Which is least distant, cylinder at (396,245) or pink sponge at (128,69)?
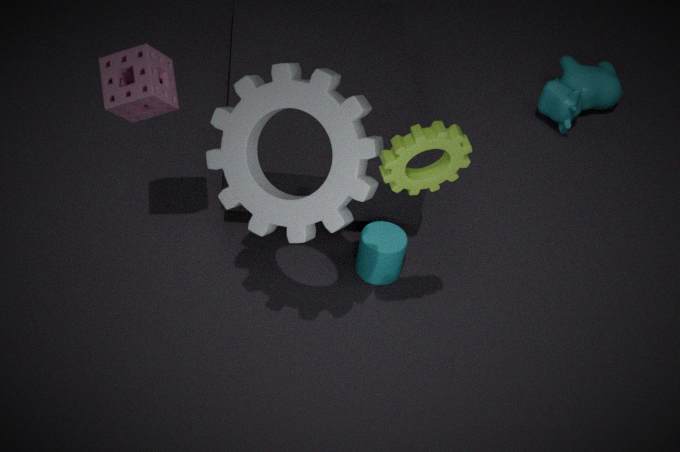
pink sponge at (128,69)
